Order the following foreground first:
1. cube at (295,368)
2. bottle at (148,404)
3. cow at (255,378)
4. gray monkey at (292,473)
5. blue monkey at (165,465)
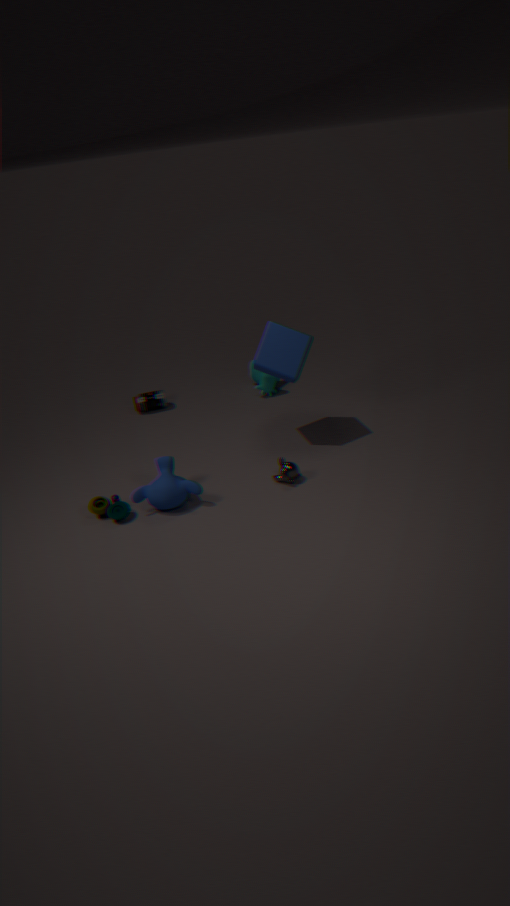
blue monkey at (165,465), gray monkey at (292,473), cube at (295,368), bottle at (148,404), cow at (255,378)
